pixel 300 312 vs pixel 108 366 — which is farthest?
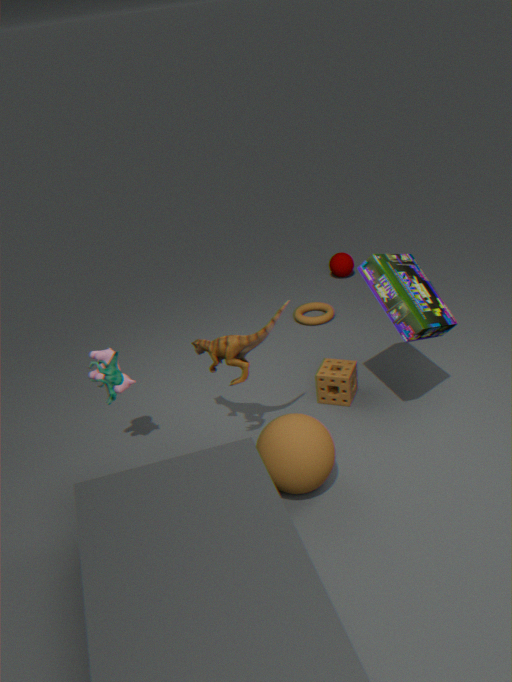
pixel 300 312
